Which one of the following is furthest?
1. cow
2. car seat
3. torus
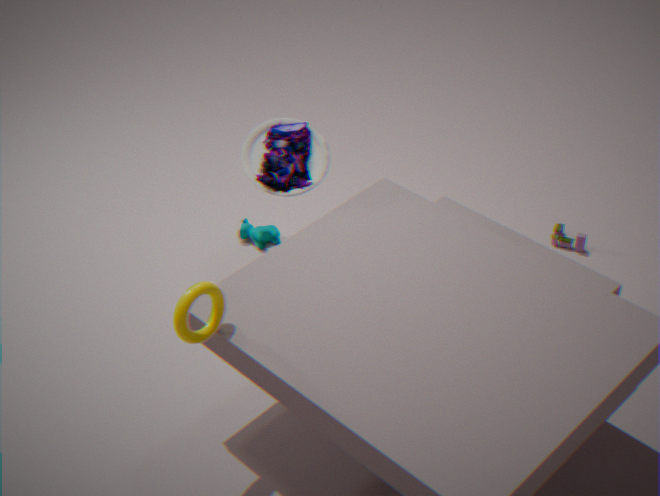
cow
